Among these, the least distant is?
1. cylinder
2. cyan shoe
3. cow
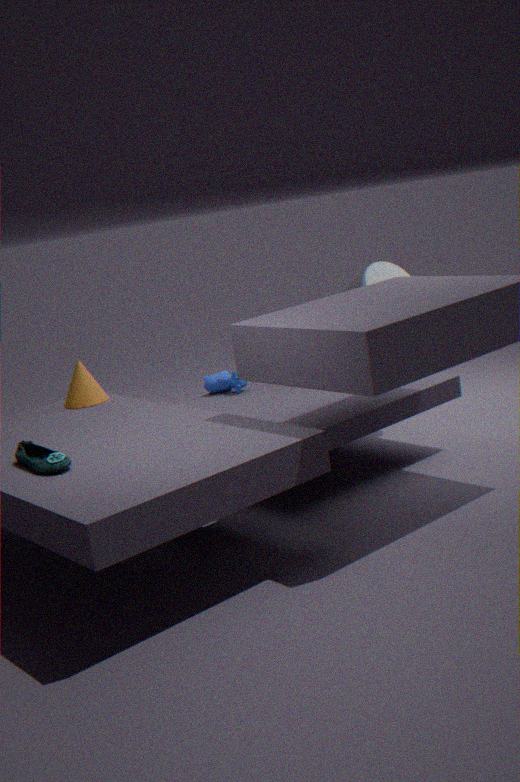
cyan shoe
